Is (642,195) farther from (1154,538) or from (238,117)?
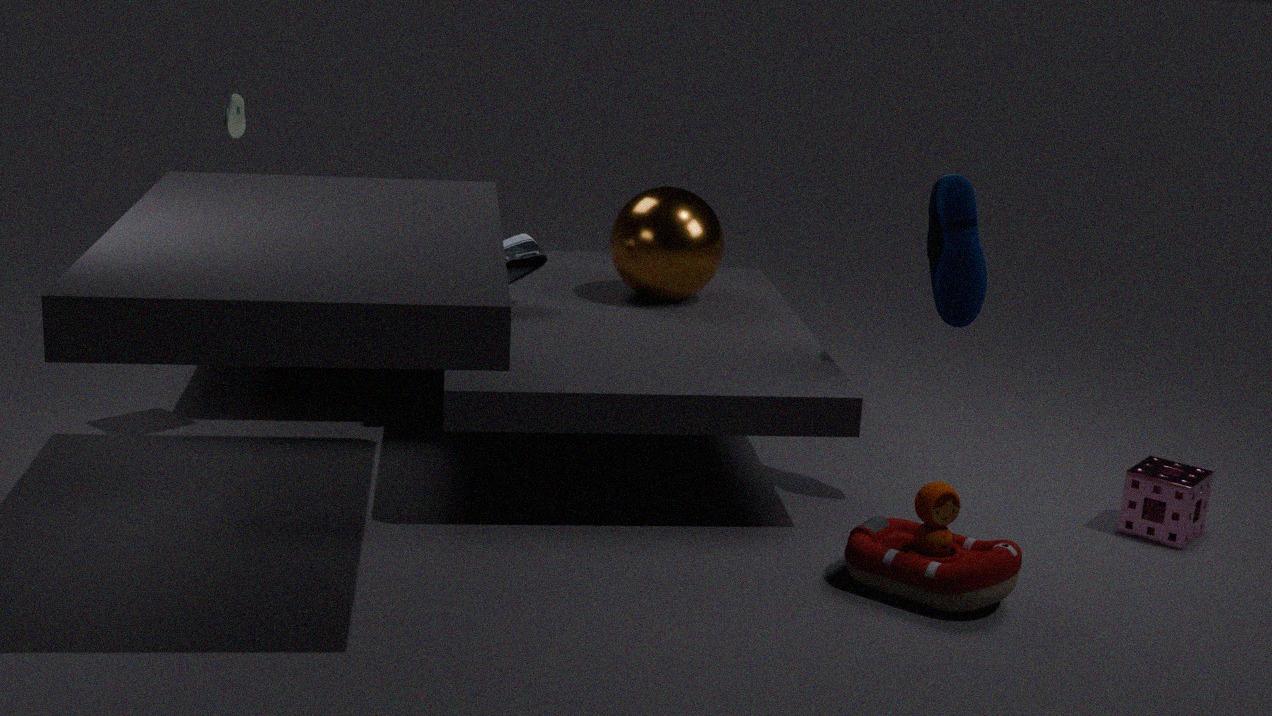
(1154,538)
